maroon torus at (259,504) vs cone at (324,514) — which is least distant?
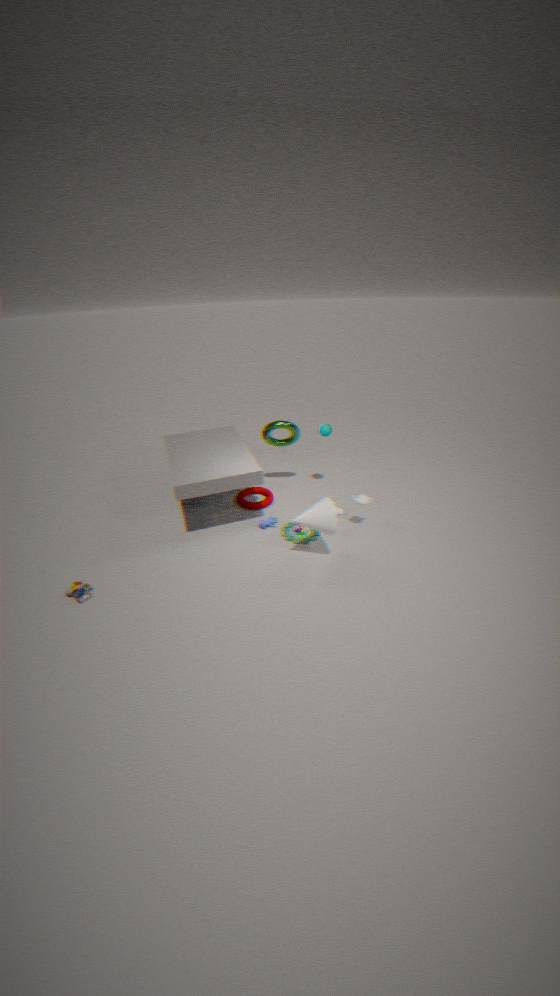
cone at (324,514)
